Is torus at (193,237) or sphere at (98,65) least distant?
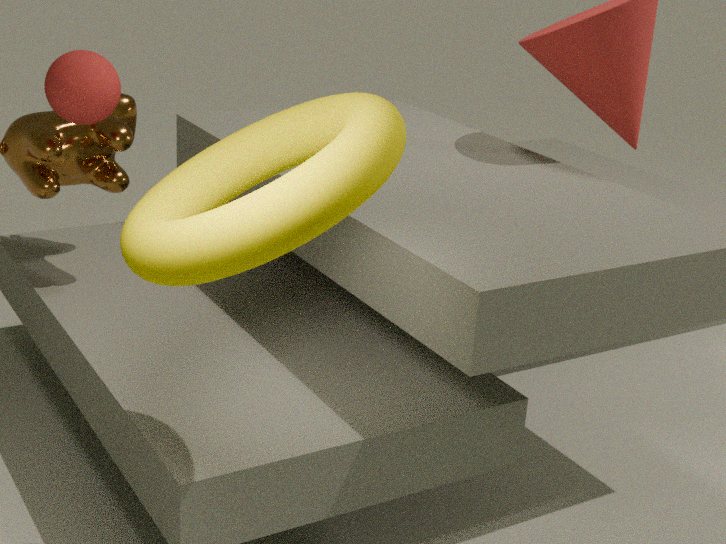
torus at (193,237)
